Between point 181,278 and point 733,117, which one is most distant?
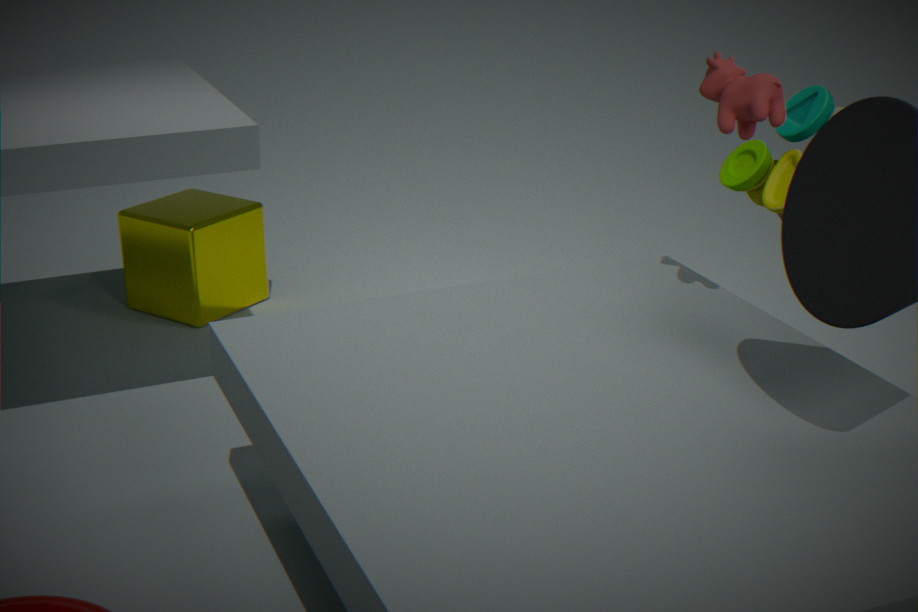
point 181,278
